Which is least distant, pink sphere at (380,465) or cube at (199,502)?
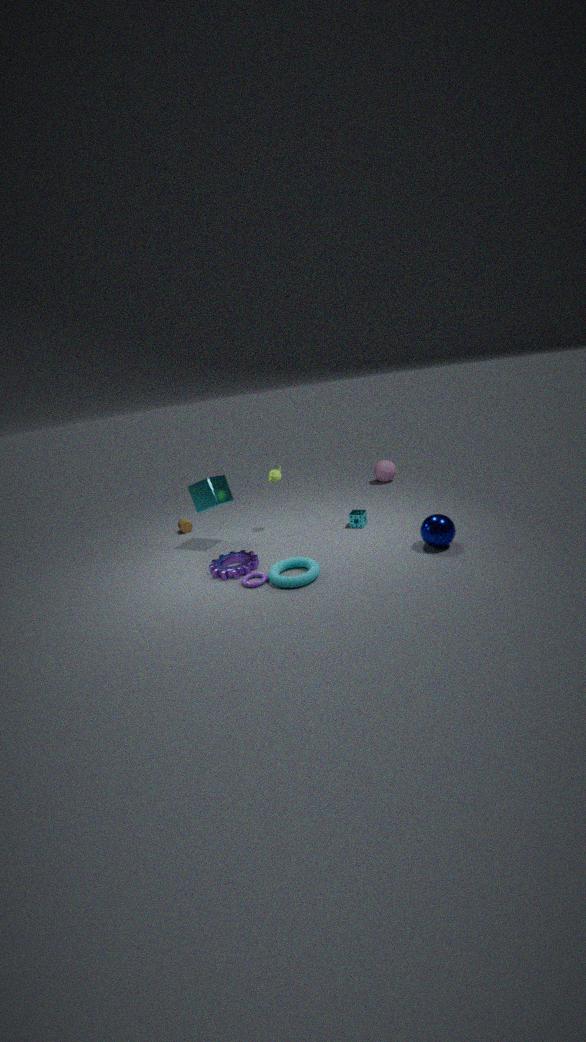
cube at (199,502)
